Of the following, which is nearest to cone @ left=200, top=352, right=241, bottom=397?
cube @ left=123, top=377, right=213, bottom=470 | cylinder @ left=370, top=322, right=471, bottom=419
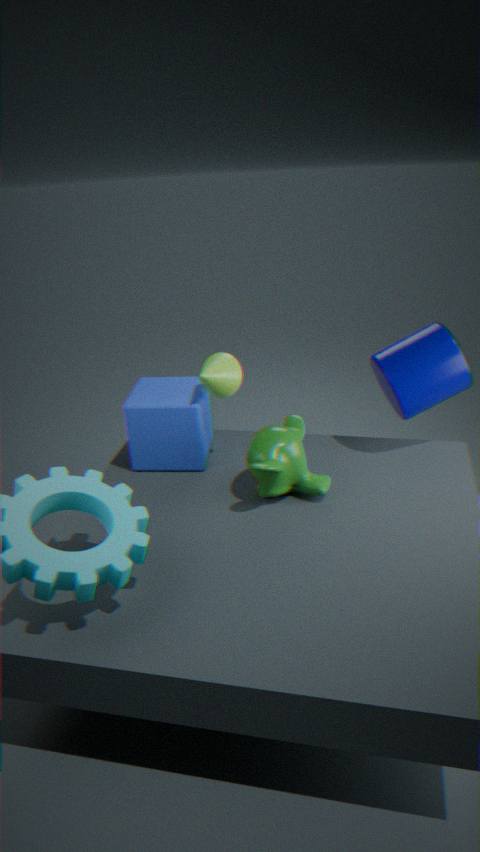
cube @ left=123, top=377, right=213, bottom=470
